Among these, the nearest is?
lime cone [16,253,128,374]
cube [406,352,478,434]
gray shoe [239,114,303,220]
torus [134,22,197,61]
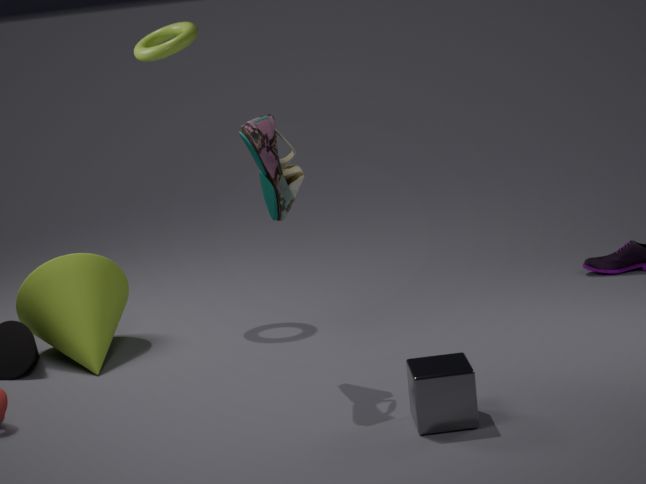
cube [406,352,478,434]
